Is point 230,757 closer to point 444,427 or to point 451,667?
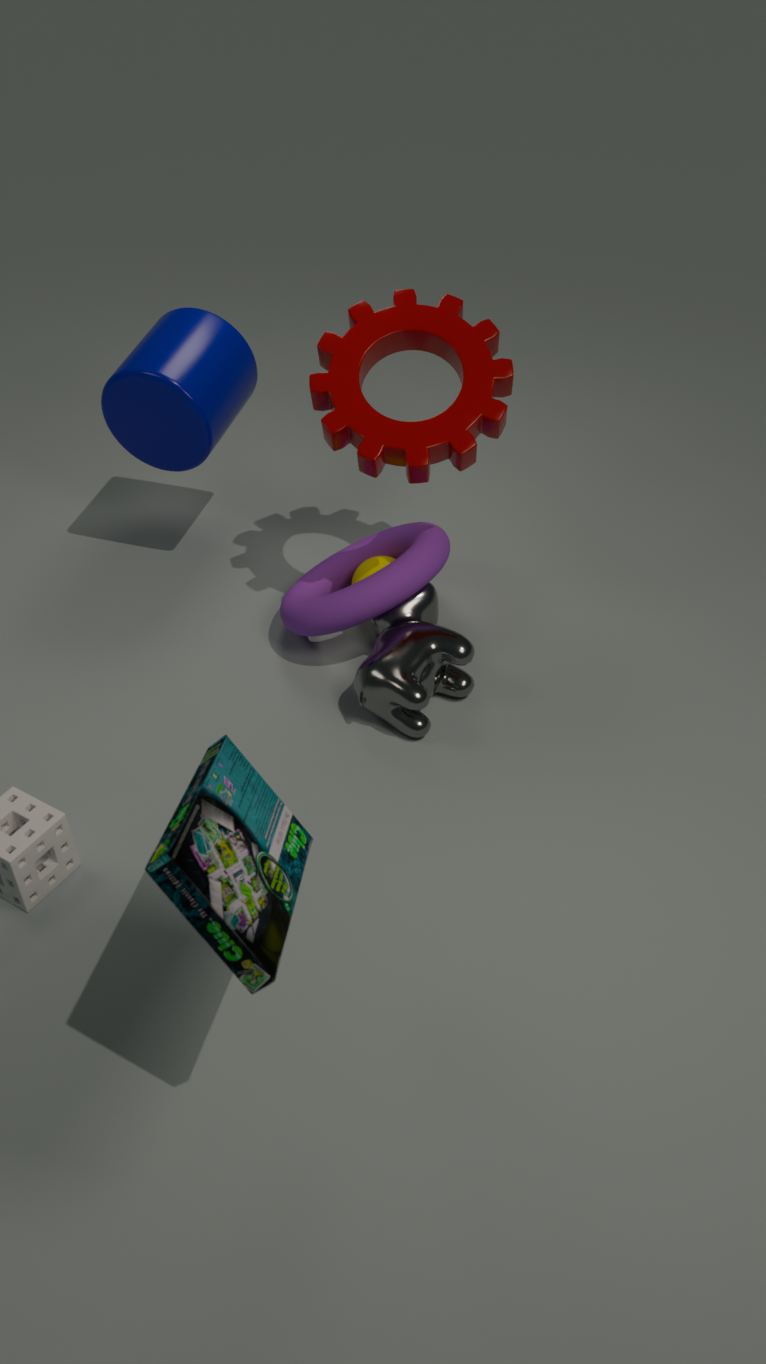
point 451,667
